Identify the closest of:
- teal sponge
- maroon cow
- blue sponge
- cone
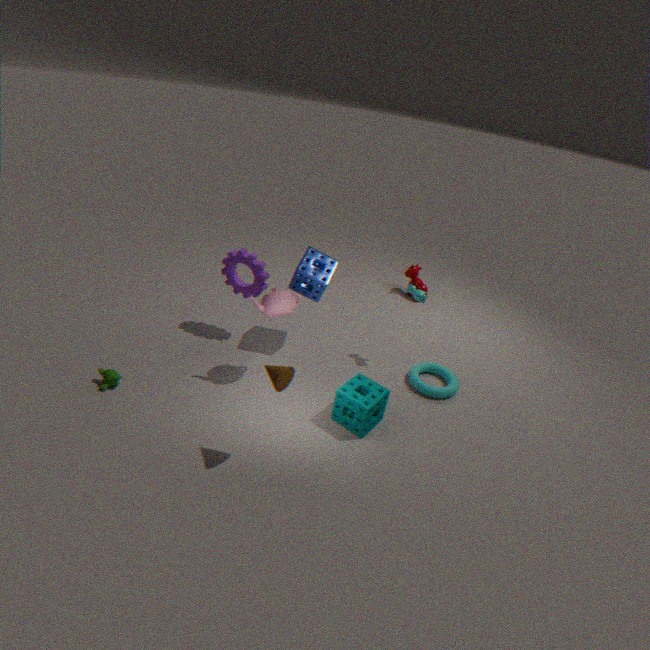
cone
